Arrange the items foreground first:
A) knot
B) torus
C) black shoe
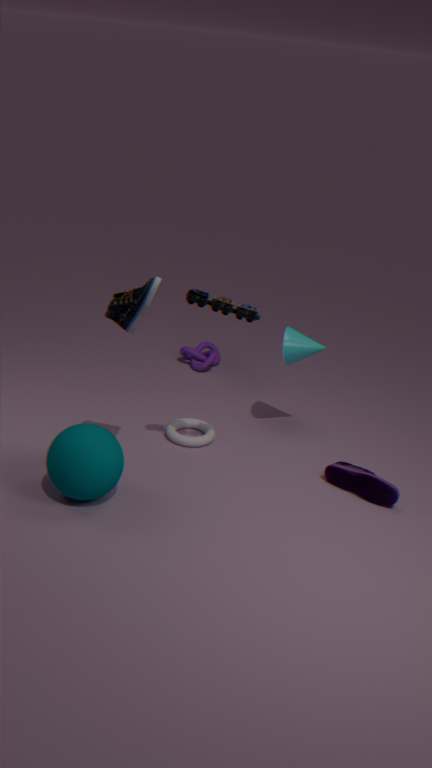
black shoe < torus < knot
